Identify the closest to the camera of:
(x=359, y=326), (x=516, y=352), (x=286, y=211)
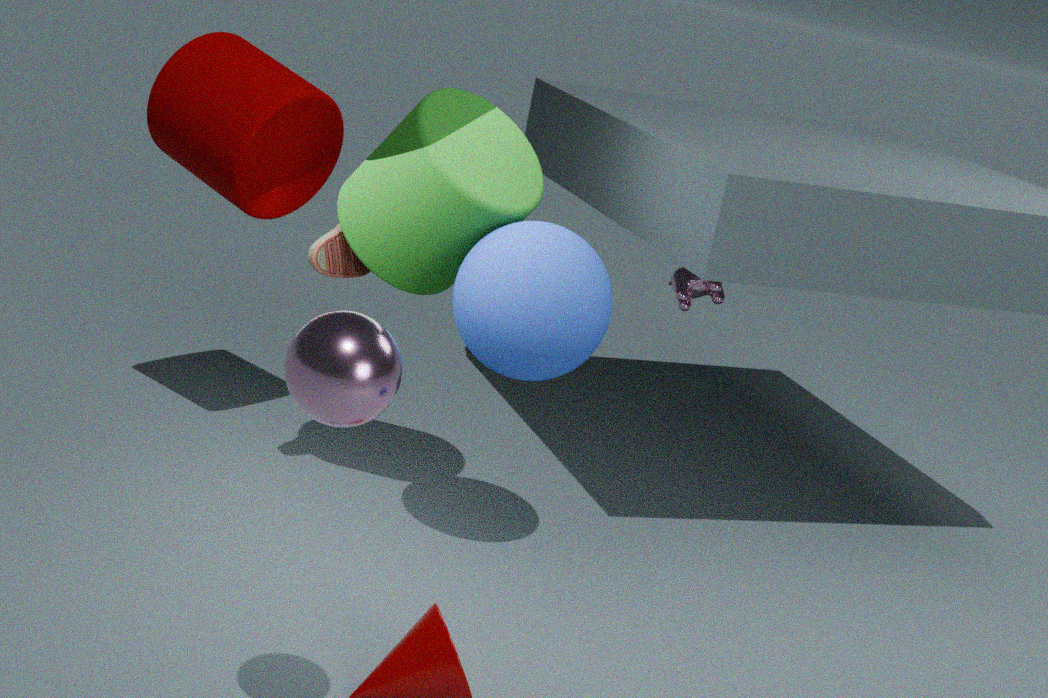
(x=359, y=326)
